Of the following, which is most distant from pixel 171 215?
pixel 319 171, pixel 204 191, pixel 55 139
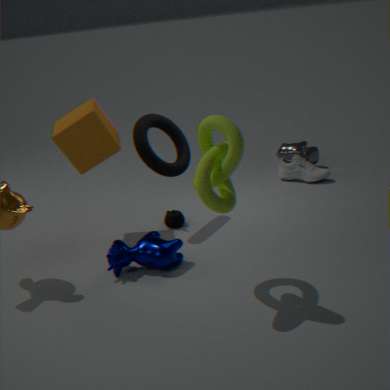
pixel 319 171
